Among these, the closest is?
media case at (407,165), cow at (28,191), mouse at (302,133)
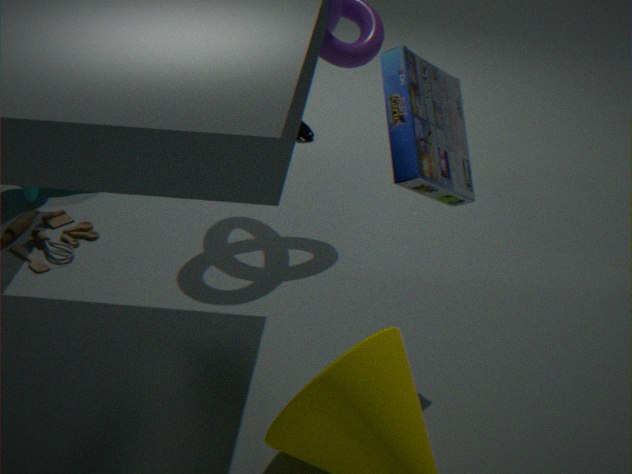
media case at (407,165)
